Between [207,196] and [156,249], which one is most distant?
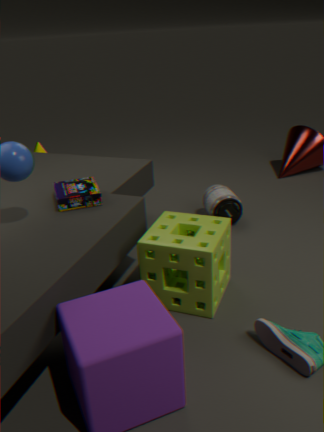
[207,196]
